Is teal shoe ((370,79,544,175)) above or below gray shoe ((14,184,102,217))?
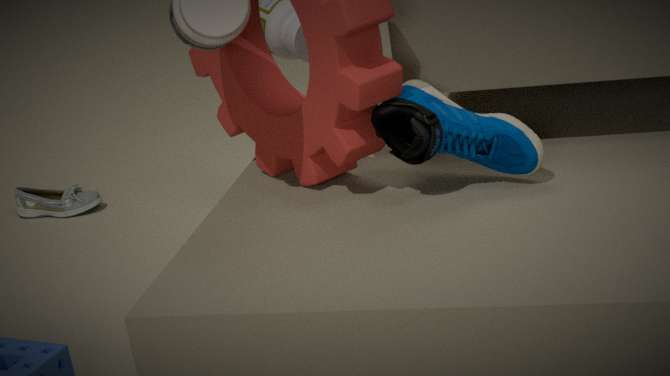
above
